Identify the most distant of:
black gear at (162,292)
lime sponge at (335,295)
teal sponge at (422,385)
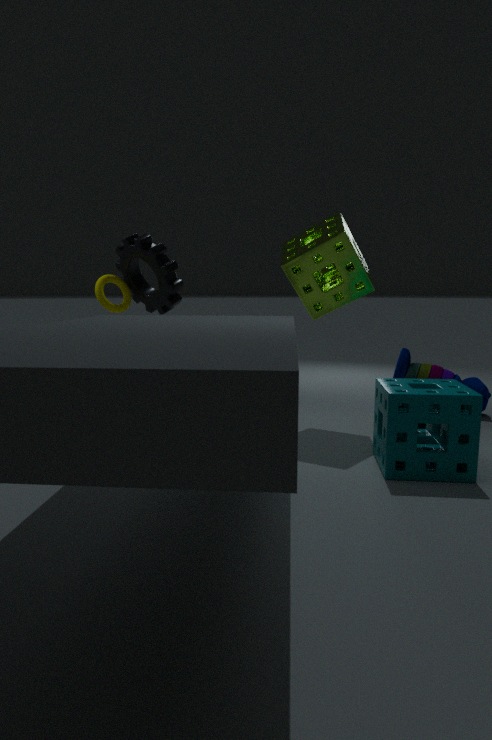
black gear at (162,292)
